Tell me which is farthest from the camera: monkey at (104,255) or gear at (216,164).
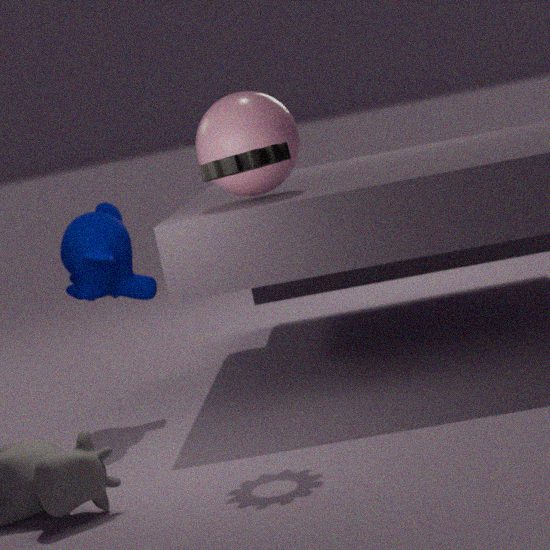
monkey at (104,255)
